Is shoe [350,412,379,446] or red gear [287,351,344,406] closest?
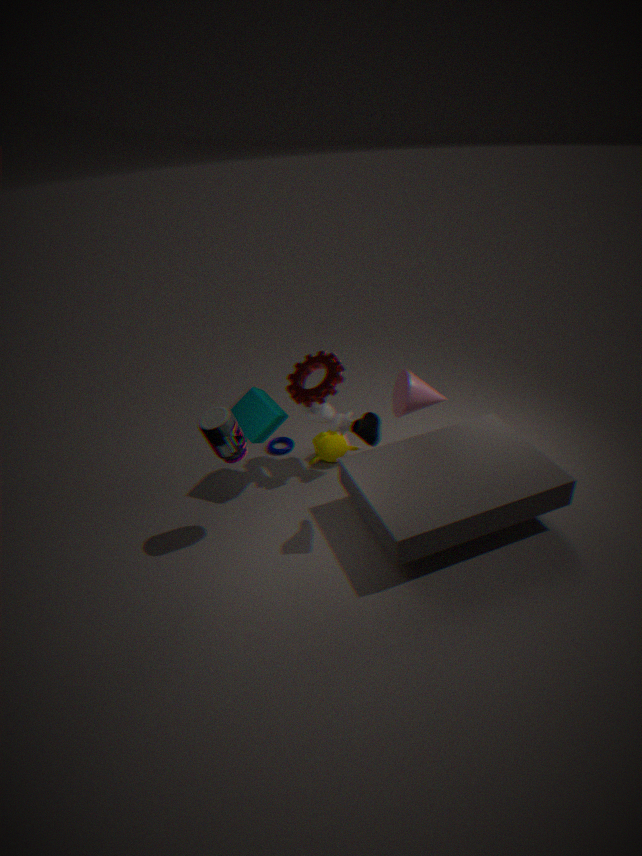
shoe [350,412,379,446]
